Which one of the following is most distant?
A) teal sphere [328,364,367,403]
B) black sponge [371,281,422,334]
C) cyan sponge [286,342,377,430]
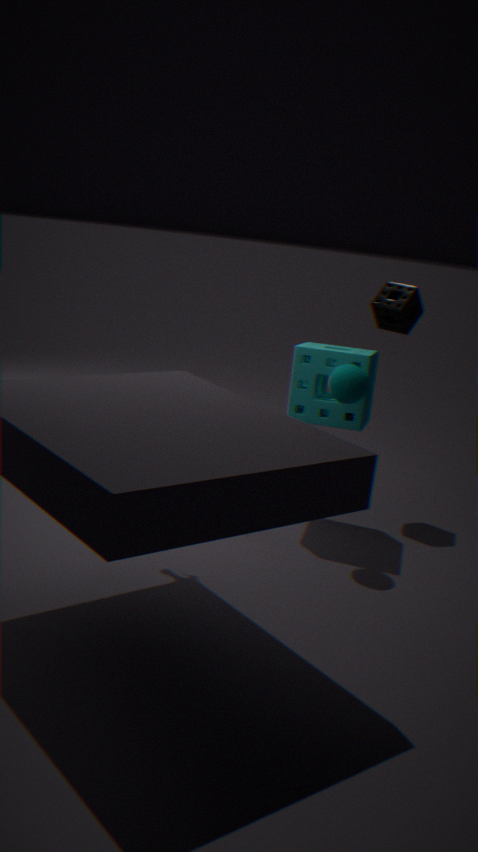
black sponge [371,281,422,334]
